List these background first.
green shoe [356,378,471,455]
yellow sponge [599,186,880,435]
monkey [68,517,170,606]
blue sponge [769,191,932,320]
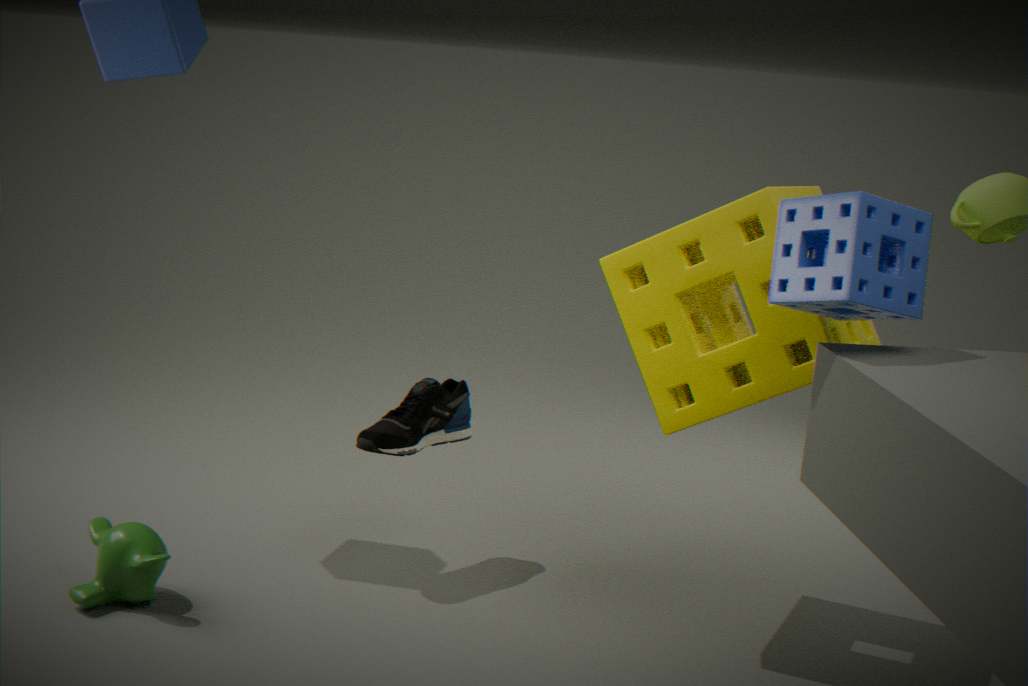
1. green shoe [356,378,471,455]
2. monkey [68,517,170,606]
3. yellow sponge [599,186,880,435]
4. blue sponge [769,191,932,320]
